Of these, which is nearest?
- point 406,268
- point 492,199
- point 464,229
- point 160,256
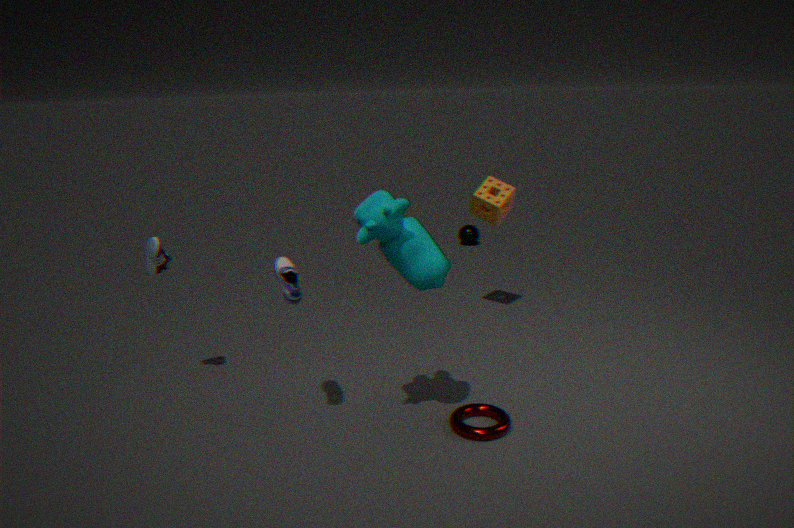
point 406,268
